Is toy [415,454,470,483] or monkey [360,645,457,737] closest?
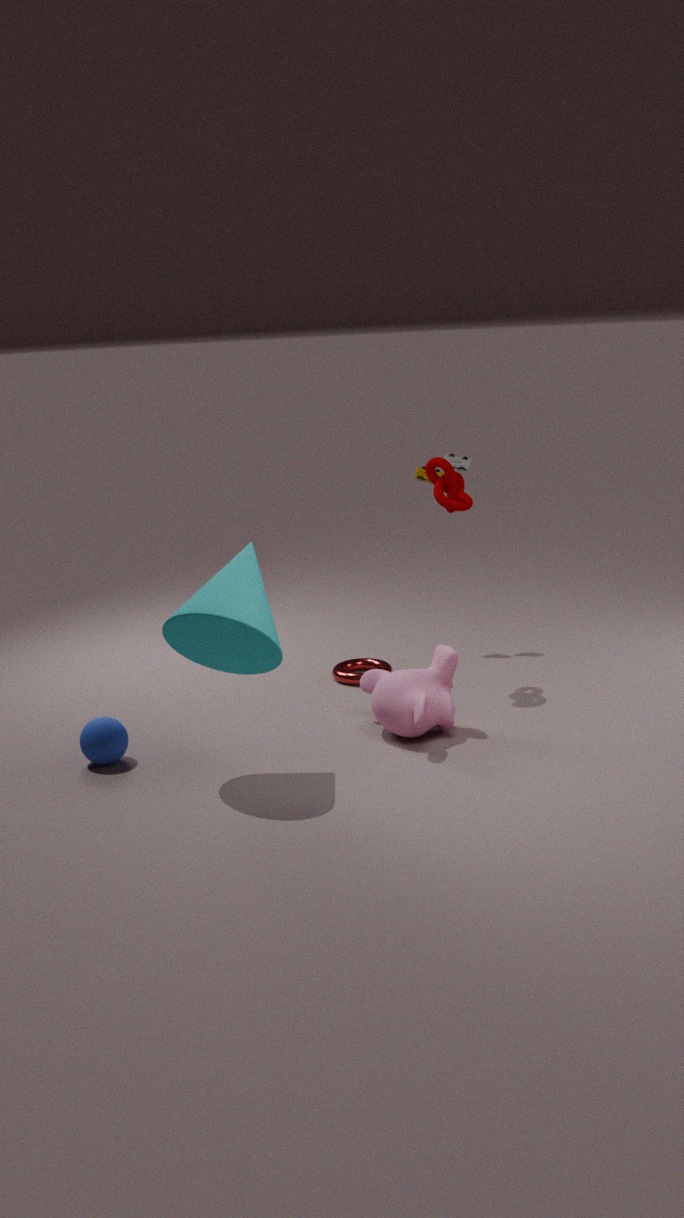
monkey [360,645,457,737]
